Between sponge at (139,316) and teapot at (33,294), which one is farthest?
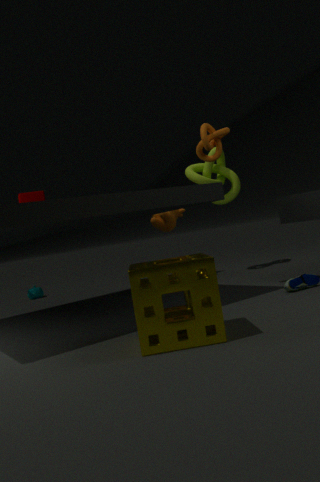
teapot at (33,294)
